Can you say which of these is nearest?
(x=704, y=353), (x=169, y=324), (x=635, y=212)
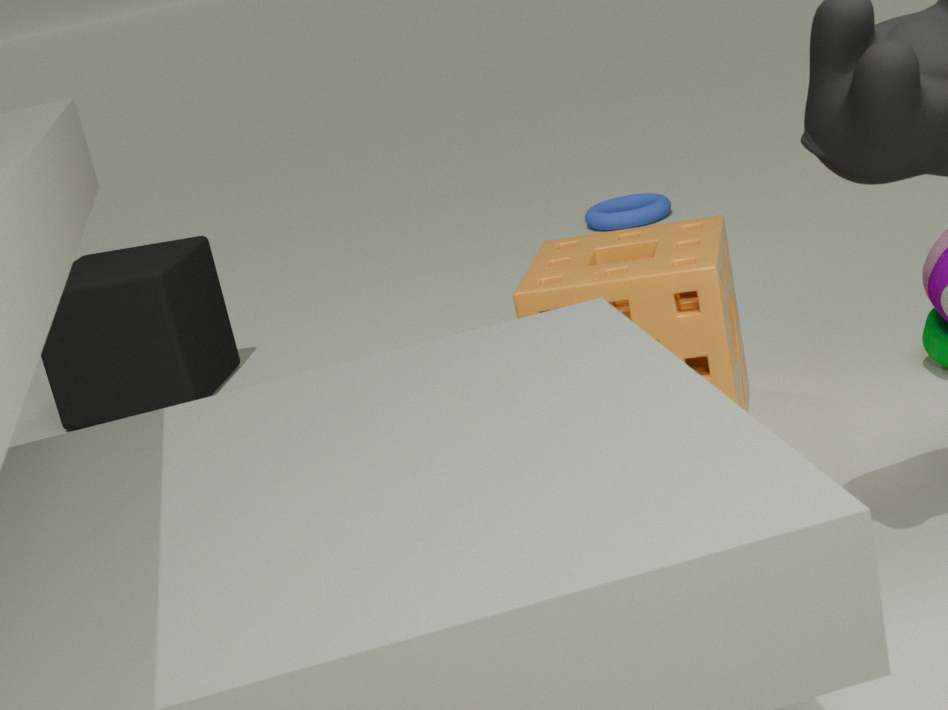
(x=704, y=353)
